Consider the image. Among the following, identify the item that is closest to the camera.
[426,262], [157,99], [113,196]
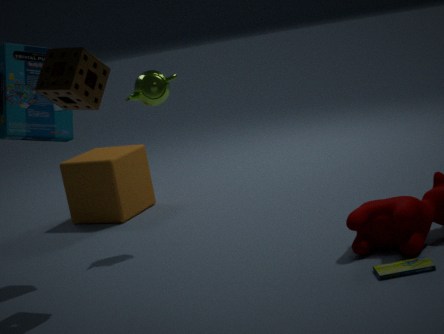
[426,262]
